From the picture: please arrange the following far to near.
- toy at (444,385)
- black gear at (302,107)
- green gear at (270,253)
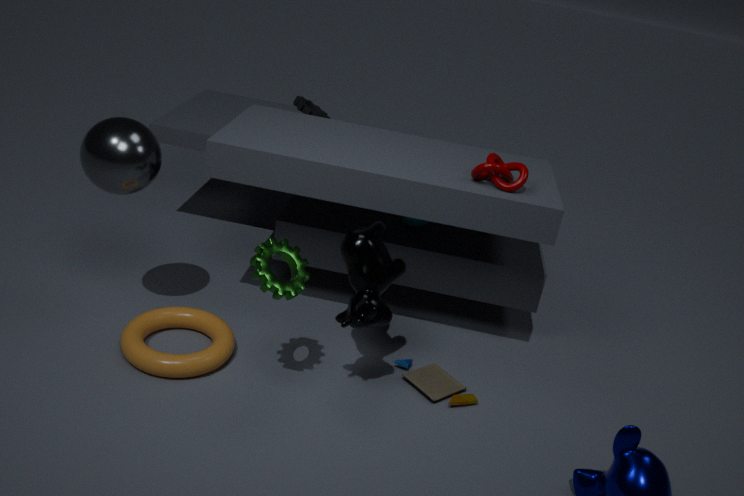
black gear at (302,107) < toy at (444,385) < green gear at (270,253)
